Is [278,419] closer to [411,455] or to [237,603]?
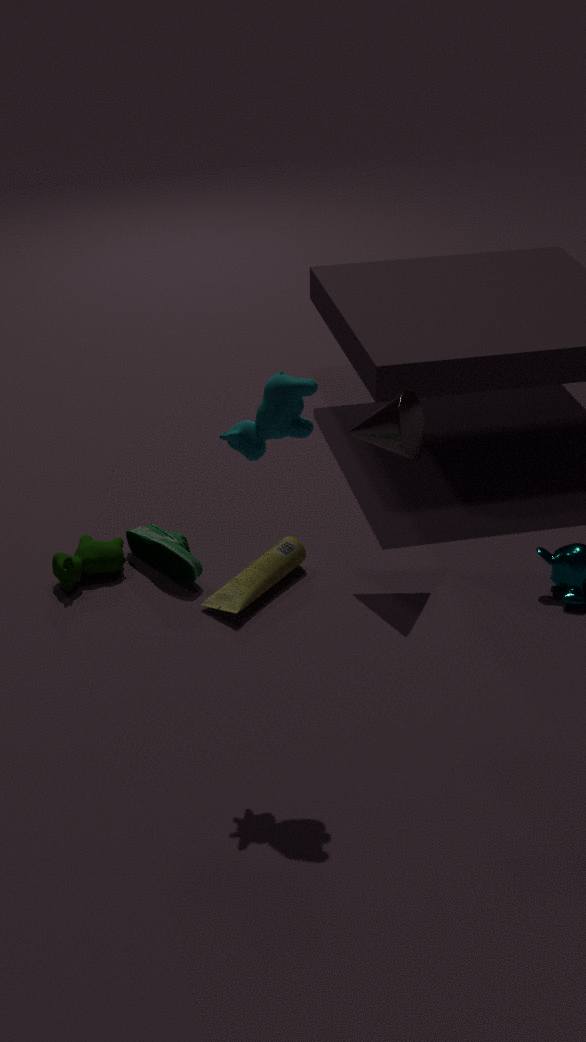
[411,455]
